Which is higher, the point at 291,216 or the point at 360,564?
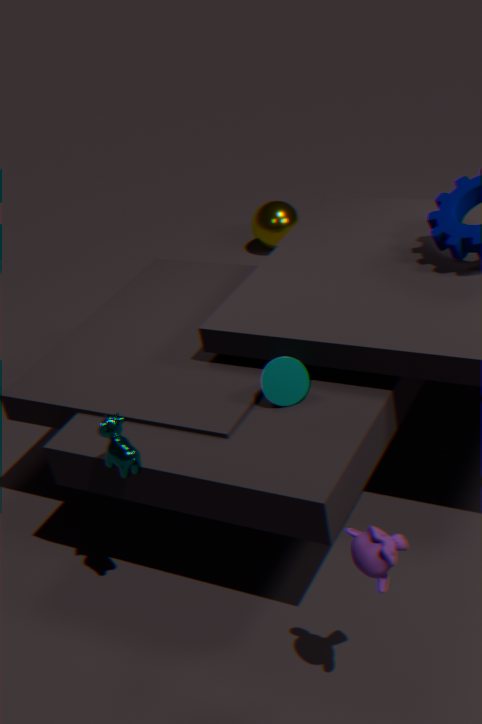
the point at 360,564
